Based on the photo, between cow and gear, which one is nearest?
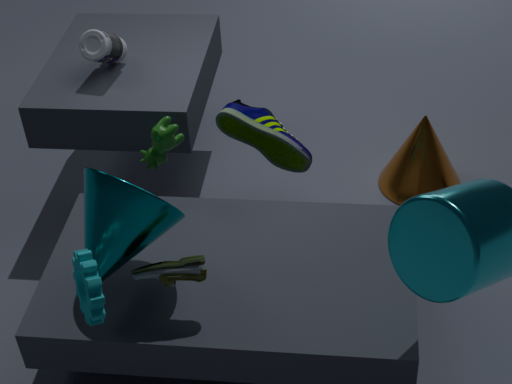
gear
